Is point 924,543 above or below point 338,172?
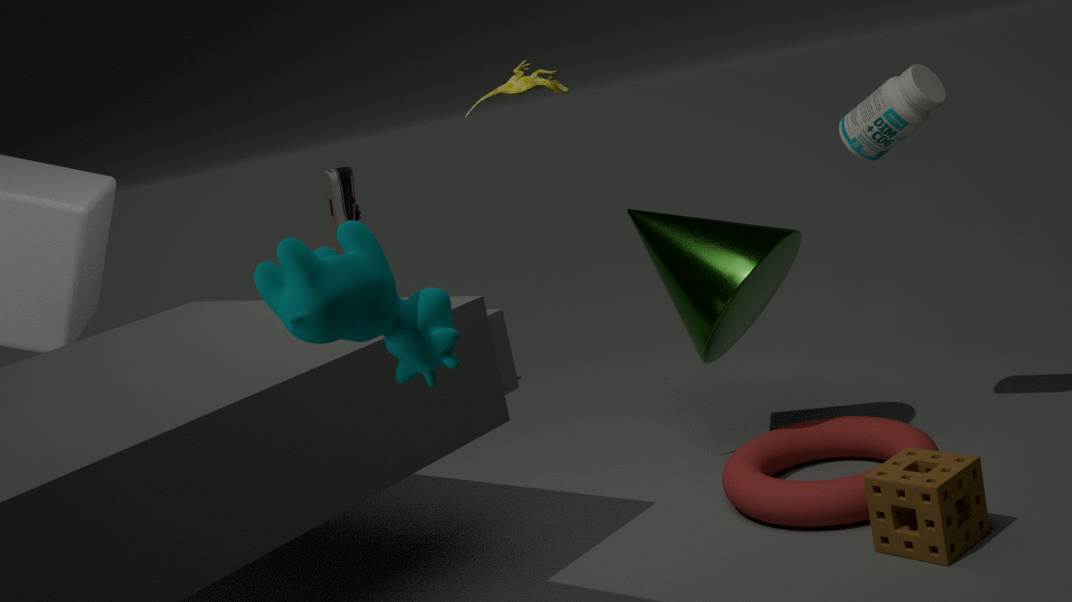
below
